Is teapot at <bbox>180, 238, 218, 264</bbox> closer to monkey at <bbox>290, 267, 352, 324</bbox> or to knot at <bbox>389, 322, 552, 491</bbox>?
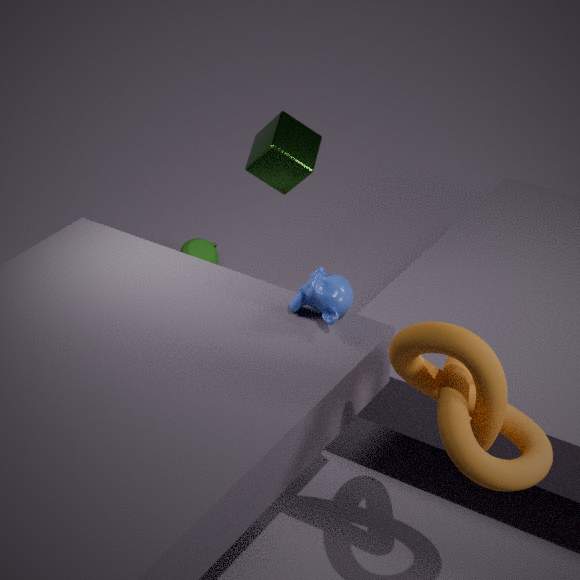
monkey at <bbox>290, 267, 352, 324</bbox>
